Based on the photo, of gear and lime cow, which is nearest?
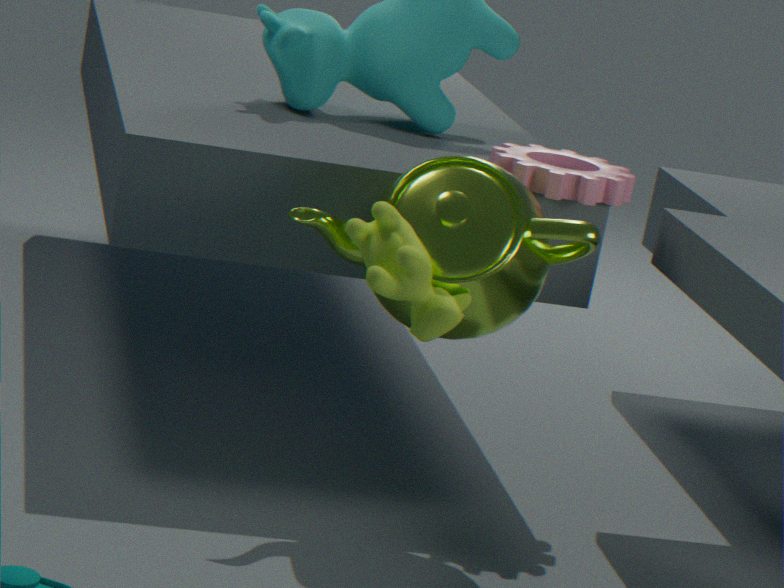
lime cow
